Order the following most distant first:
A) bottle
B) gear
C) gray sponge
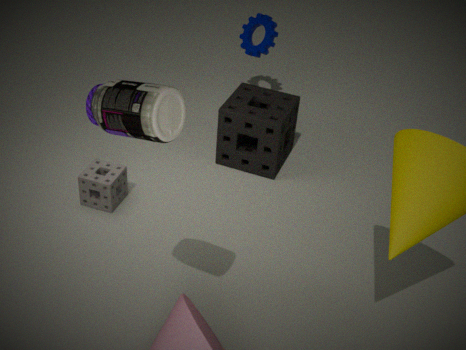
gear < gray sponge < bottle
